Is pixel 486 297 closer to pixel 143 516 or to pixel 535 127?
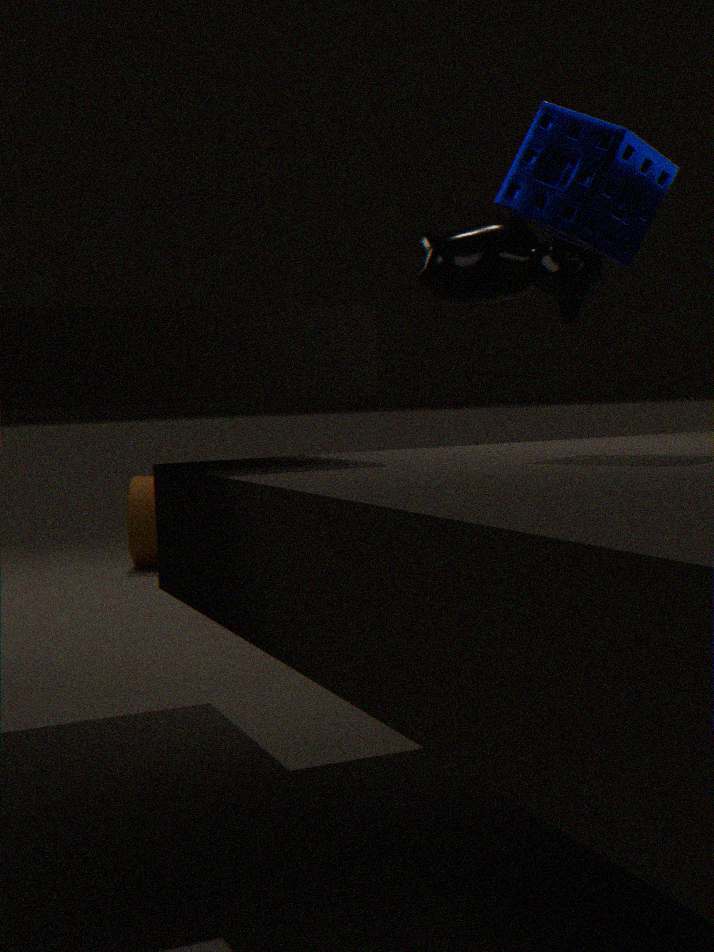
pixel 535 127
